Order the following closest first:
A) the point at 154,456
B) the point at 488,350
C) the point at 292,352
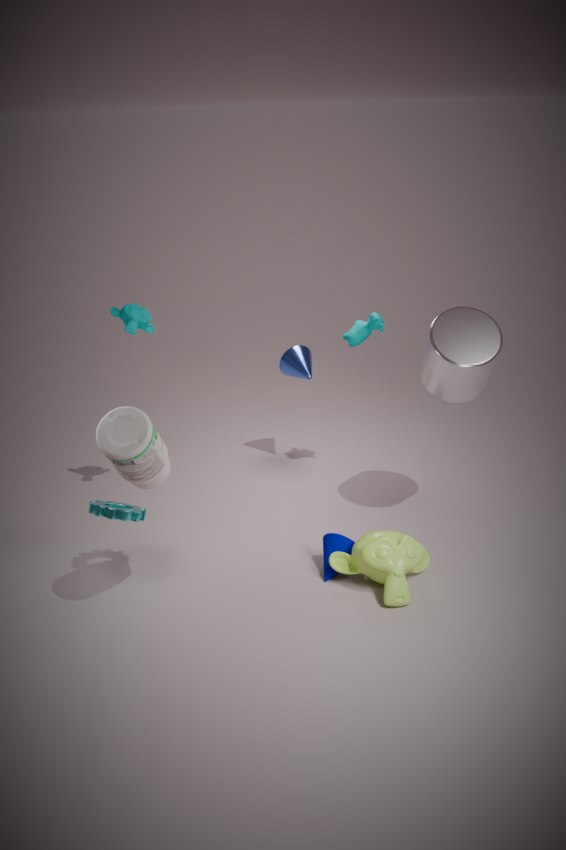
the point at 154,456 < the point at 488,350 < the point at 292,352
